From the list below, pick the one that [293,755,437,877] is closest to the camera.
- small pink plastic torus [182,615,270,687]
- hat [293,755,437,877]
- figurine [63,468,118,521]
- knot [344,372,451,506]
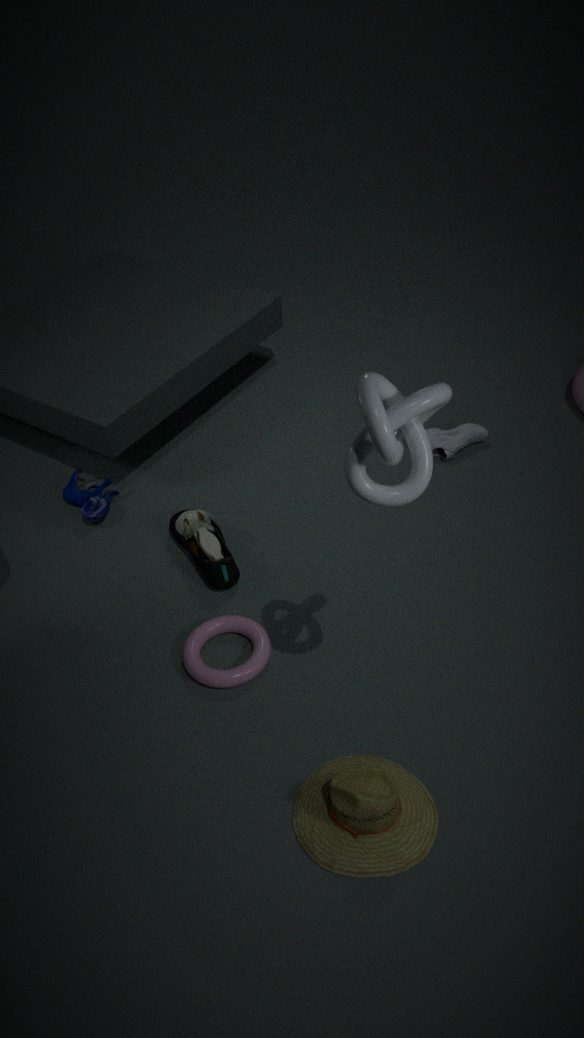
knot [344,372,451,506]
